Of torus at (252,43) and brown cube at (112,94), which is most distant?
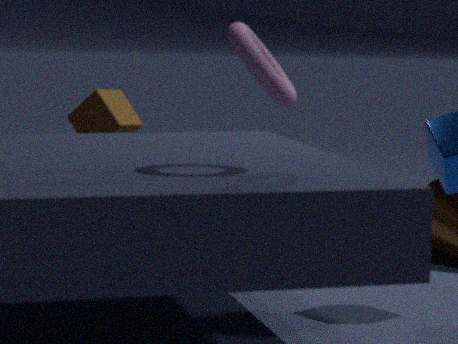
brown cube at (112,94)
